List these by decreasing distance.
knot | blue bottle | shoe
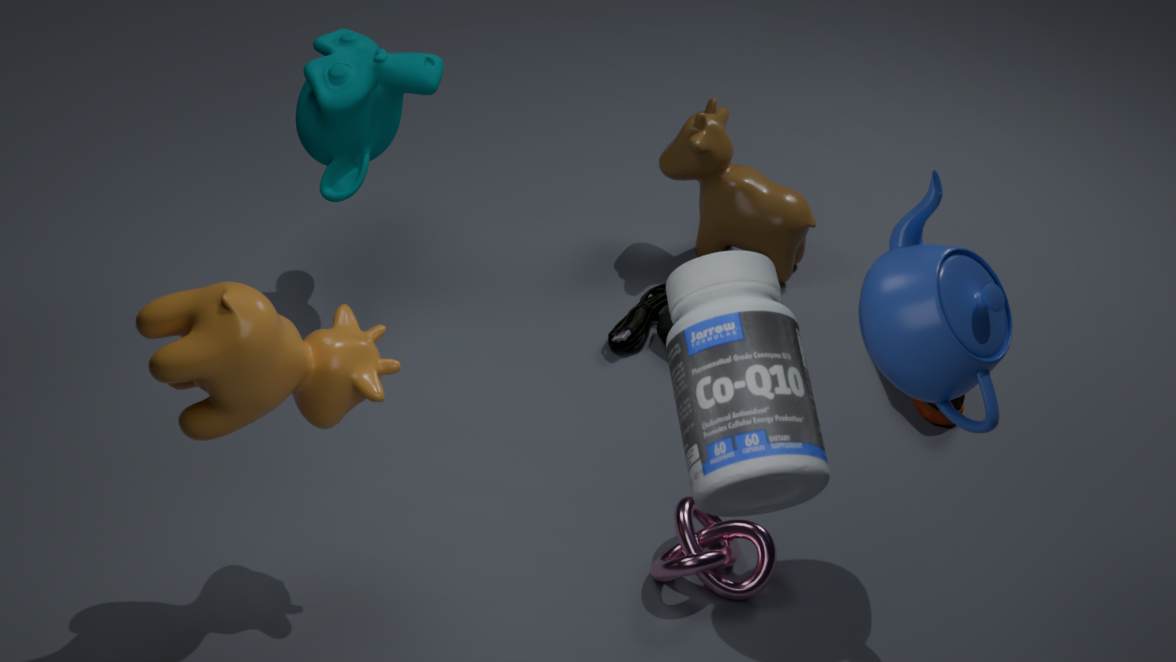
1. shoe
2. knot
3. blue bottle
